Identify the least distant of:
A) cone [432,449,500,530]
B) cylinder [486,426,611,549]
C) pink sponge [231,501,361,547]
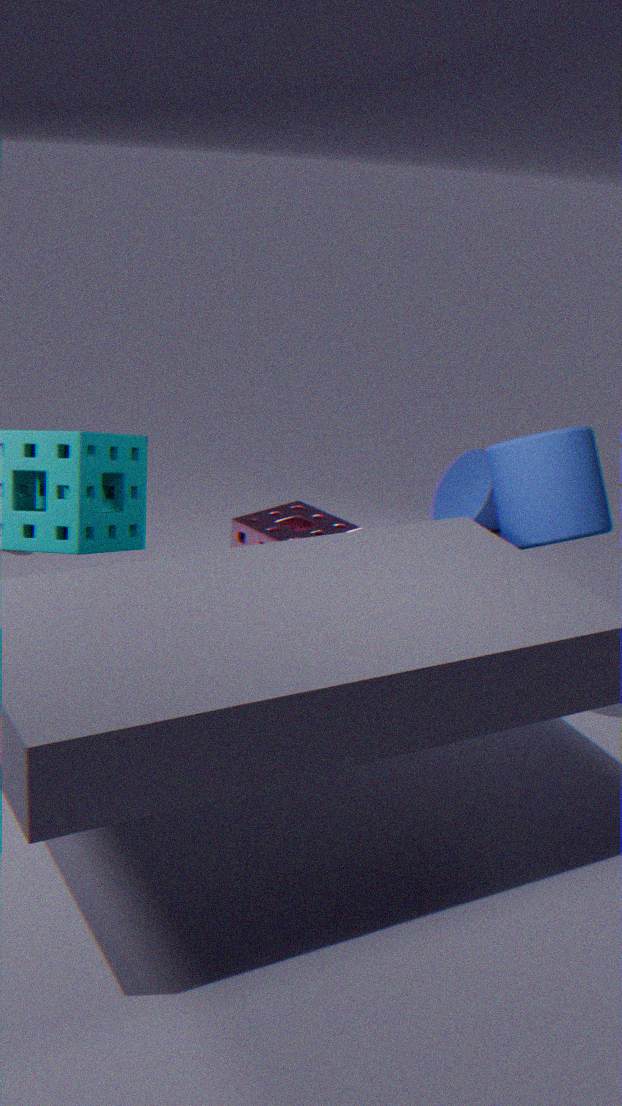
cylinder [486,426,611,549]
